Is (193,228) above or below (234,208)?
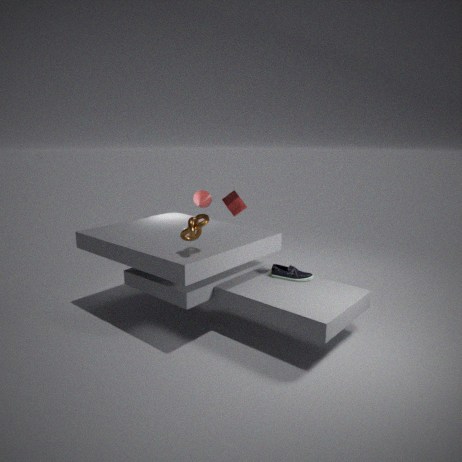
above
